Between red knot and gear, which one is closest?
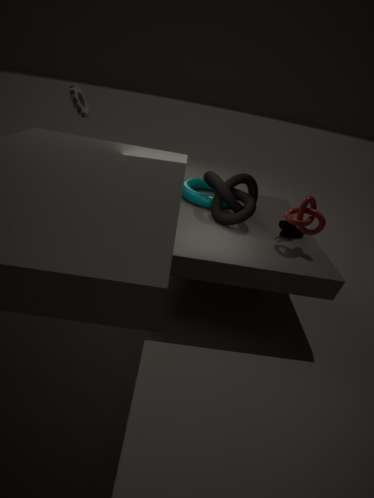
red knot
